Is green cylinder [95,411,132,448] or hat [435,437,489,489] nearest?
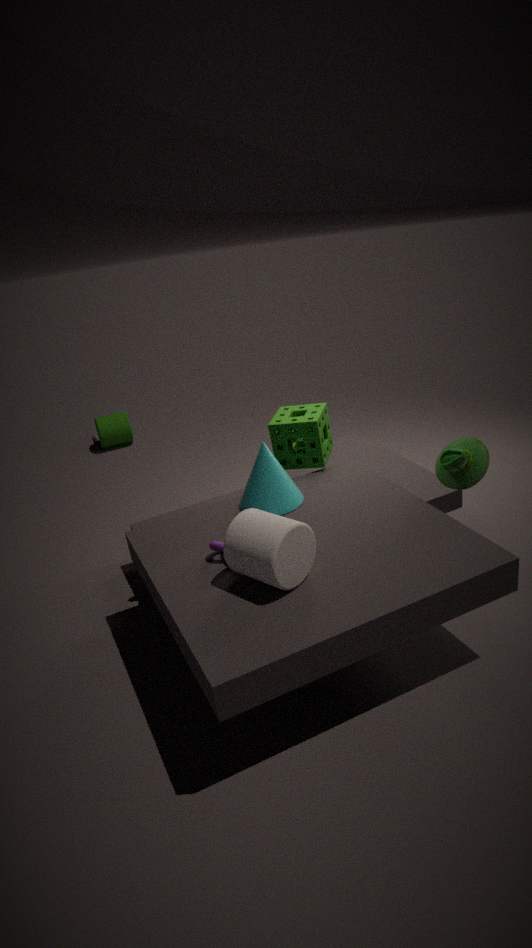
hat [435,437,489,489]
